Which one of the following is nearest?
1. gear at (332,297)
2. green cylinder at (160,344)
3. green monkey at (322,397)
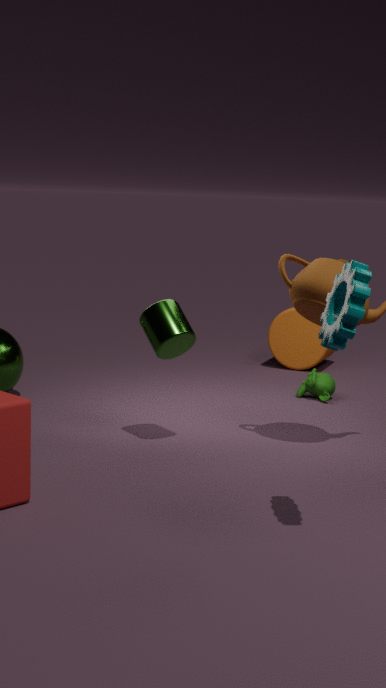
gear at (332,297)
